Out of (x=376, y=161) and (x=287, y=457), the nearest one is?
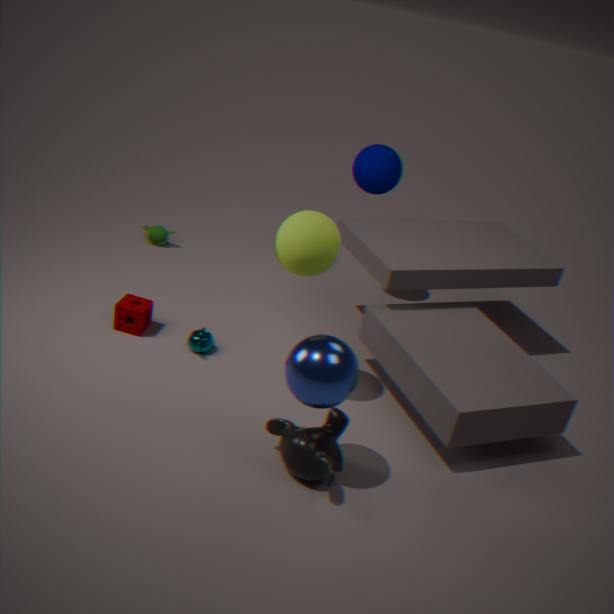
(x=287, y=457)
